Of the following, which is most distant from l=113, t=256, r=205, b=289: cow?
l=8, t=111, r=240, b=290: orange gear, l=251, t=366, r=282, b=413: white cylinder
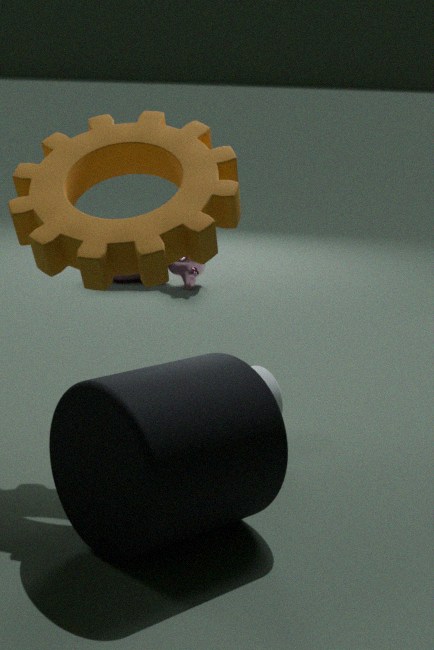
l=8, t=111, r=240, b=290: orange gear
